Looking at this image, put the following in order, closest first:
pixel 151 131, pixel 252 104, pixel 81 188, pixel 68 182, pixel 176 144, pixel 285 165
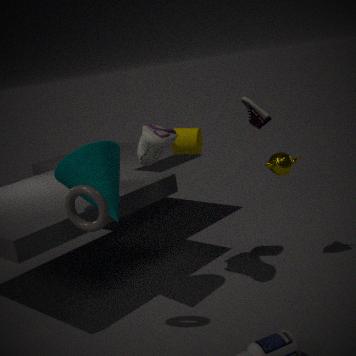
1. pixel 81 188
2. pixel 68 182
3. pixel 151 131
4. pixel 252 104
5. pixel 285 165
6. pixel 176 144
